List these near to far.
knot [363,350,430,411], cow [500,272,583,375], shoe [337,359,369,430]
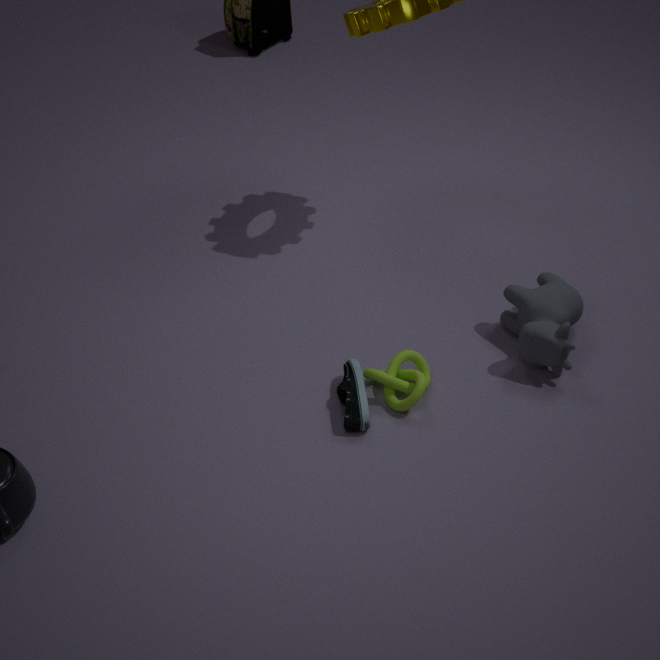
shoe [337,359,369,430]
knot [363,350,430,411]
cow [500,272,583,375]
